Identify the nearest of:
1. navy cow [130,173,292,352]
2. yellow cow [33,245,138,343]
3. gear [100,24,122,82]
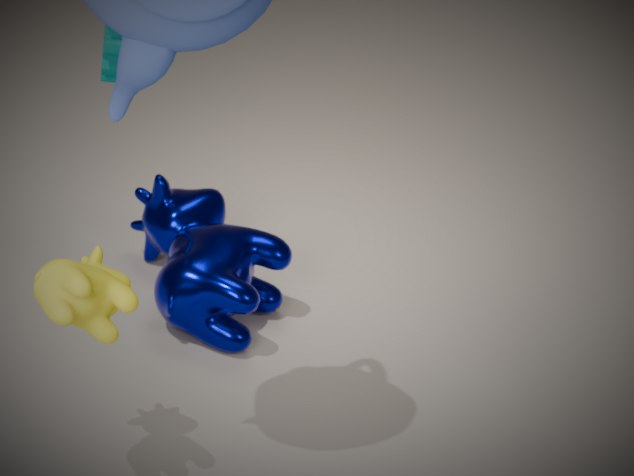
yellow cow [33,245,138,343]
